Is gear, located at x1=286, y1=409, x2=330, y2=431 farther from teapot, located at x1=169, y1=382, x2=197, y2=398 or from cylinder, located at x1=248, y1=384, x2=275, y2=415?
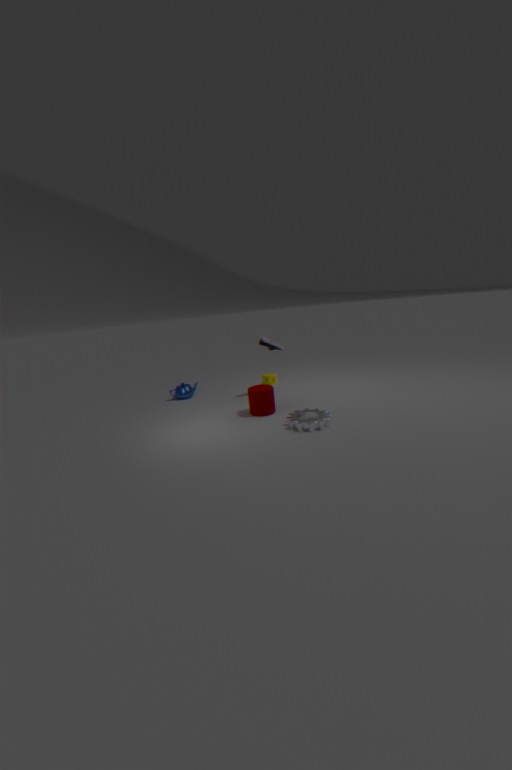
teapot, located at x1=169, y1=382, x2=197, y2=398
